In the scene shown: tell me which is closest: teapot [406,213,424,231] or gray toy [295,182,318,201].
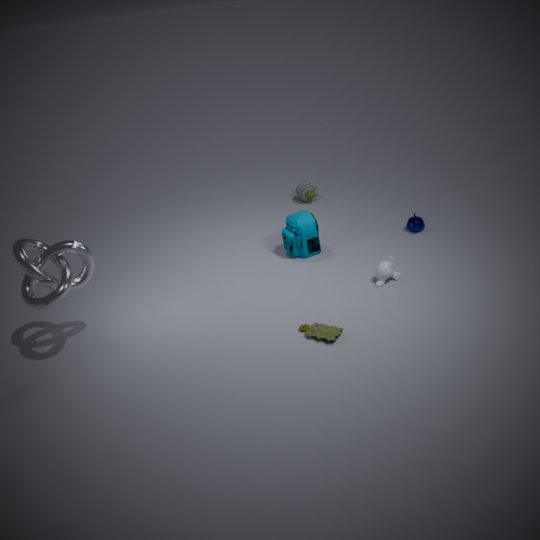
teapot [406,213,424,231]
